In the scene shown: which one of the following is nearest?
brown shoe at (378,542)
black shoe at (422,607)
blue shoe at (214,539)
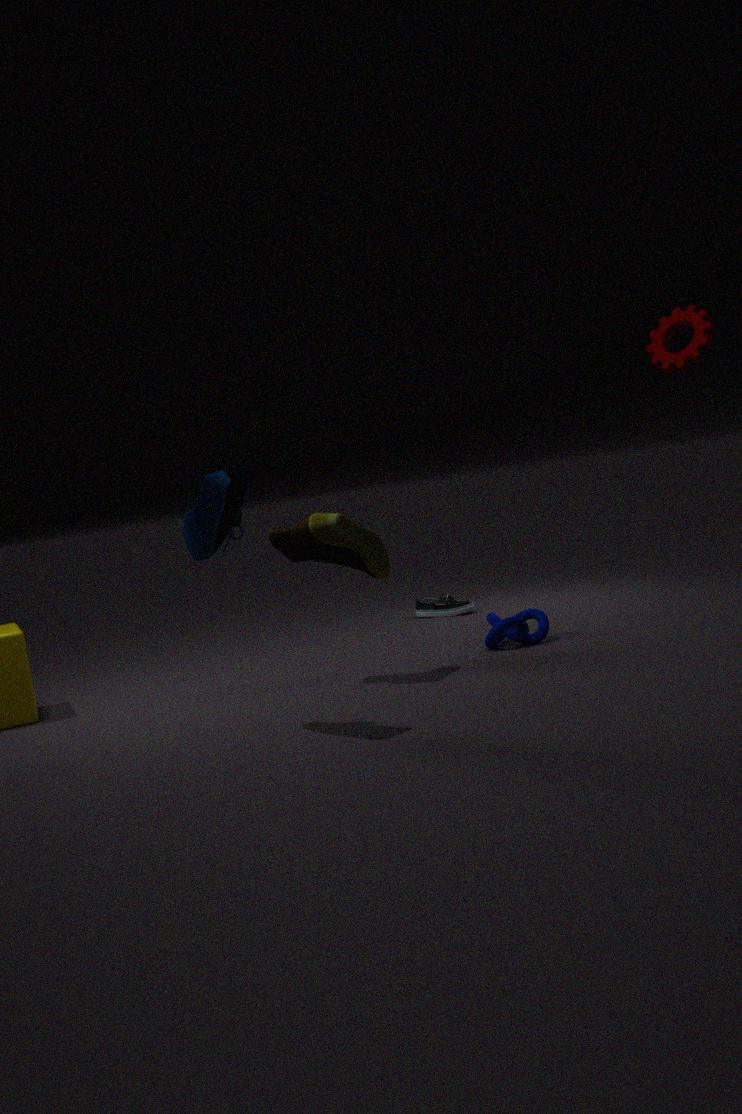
blue shoe at (214,539)
